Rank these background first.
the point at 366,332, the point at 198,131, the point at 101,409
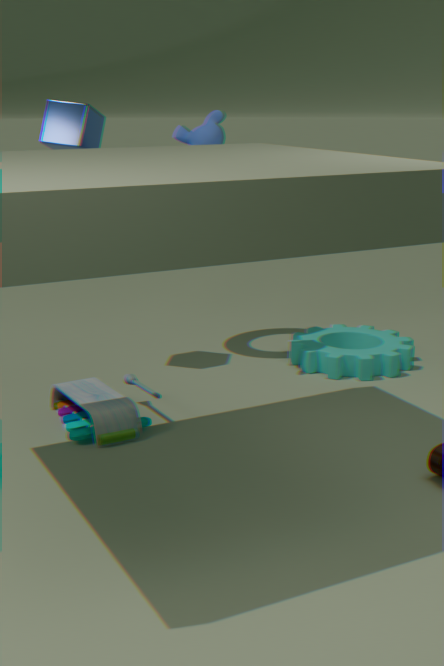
the point at 366,332, the point at 198,131, the point at 101,409
